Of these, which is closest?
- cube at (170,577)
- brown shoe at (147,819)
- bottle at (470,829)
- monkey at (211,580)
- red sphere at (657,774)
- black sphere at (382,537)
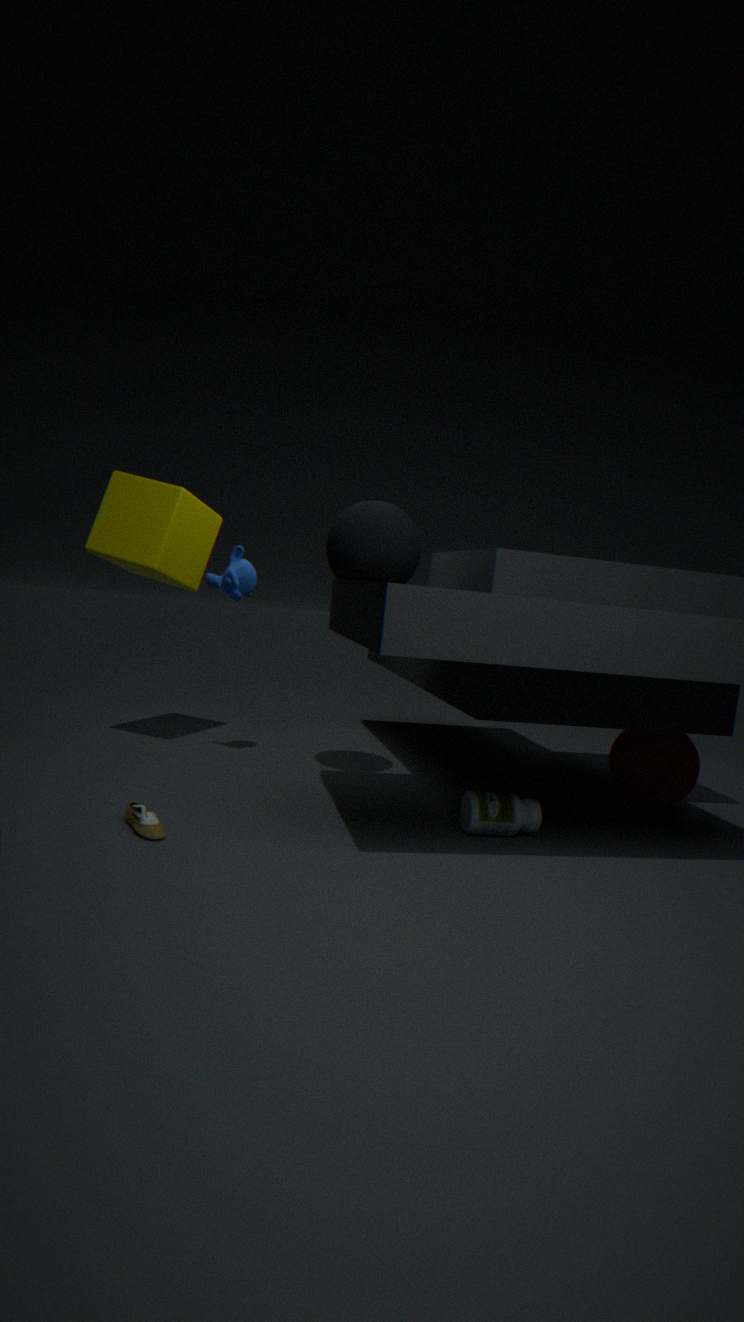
brown shoe at (147,819)
